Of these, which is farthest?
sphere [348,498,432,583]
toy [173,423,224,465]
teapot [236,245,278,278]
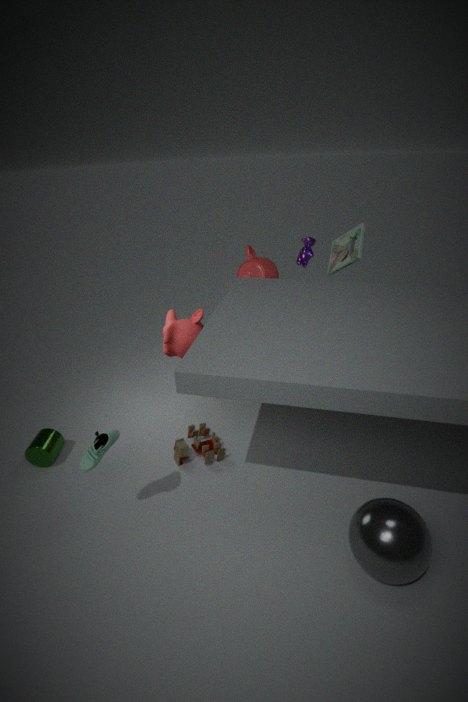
teapot [236,245,278,278]
